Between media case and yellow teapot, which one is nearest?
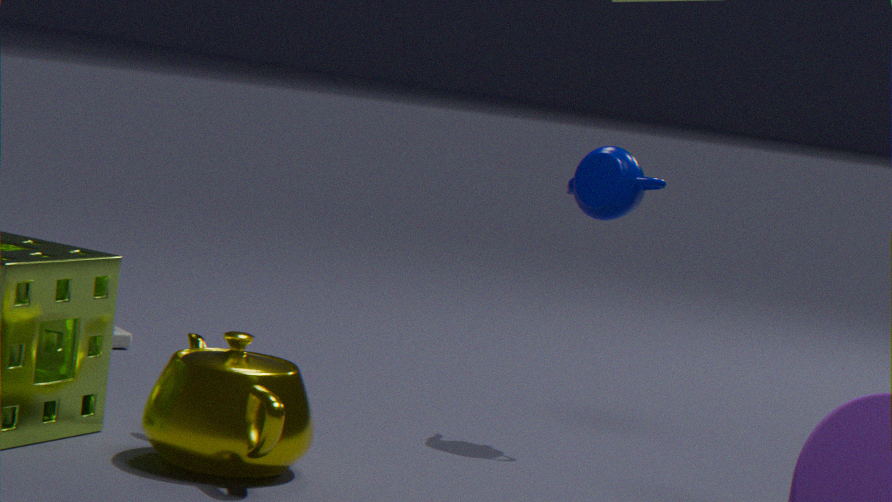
yellow teapot
